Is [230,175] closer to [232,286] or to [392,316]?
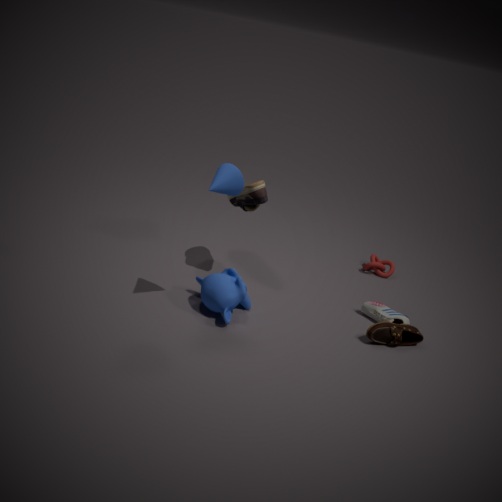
[232,286]
